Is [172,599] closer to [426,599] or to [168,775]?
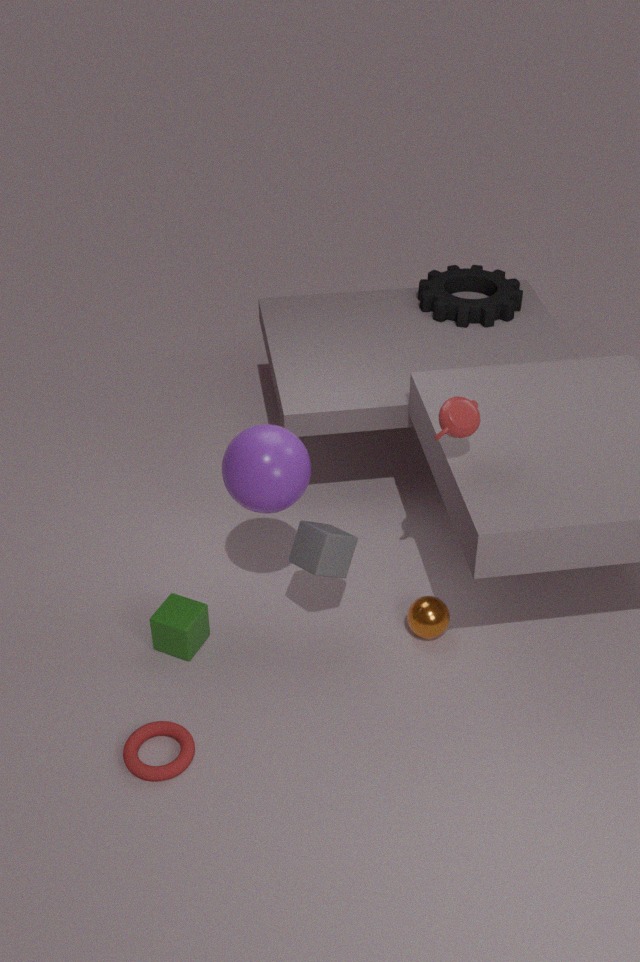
[168,775]
